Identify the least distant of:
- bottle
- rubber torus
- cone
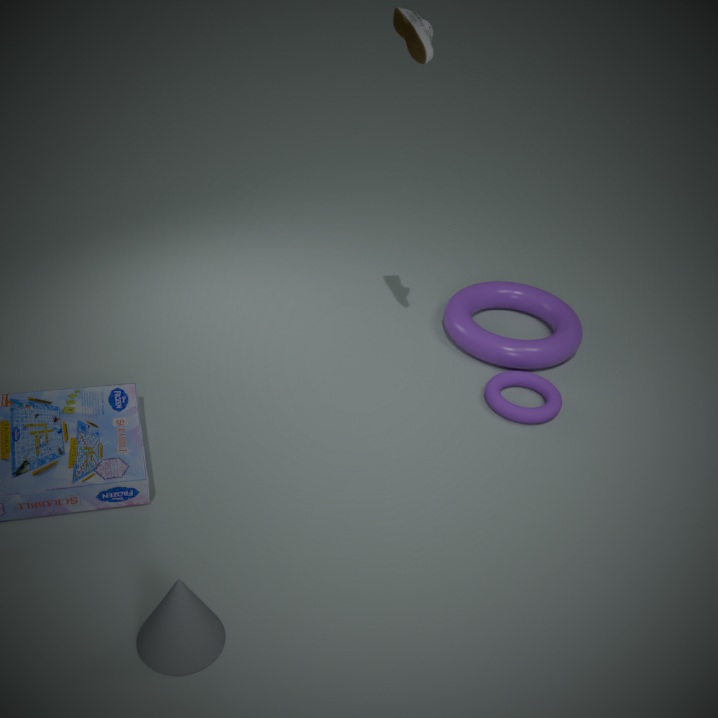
cone
